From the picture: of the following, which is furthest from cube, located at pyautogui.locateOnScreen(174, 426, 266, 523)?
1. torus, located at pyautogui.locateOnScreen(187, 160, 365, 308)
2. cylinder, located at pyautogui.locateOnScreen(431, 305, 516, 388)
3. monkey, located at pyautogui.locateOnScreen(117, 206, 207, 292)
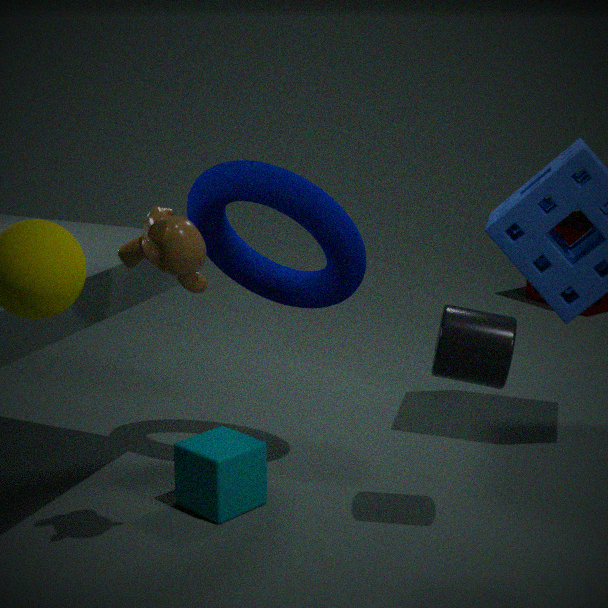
monkey, located at pyautogui.locateOnScreen(117, 206, 207, 292)
